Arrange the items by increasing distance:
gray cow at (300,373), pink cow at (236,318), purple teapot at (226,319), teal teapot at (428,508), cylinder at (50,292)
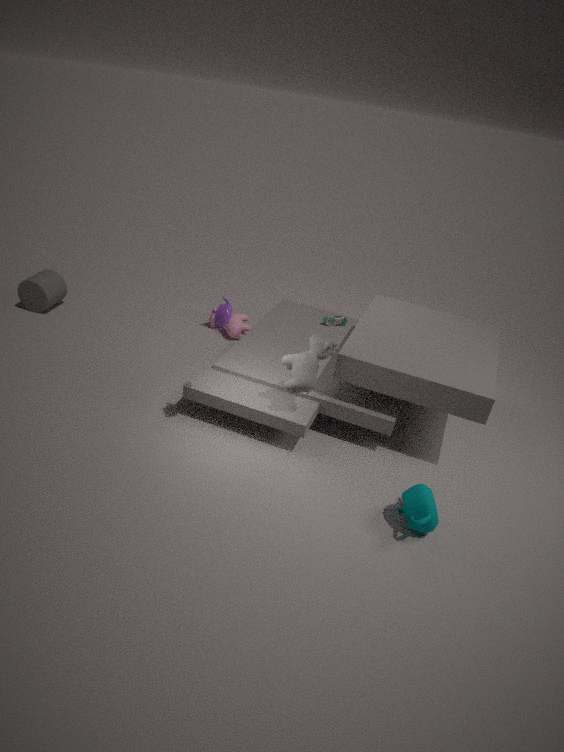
teal teapot at (428,508)
purple teapot at (226,319)
gray cow at (300,373)
cylinder at (50,292)
pink cow at (236,318)
